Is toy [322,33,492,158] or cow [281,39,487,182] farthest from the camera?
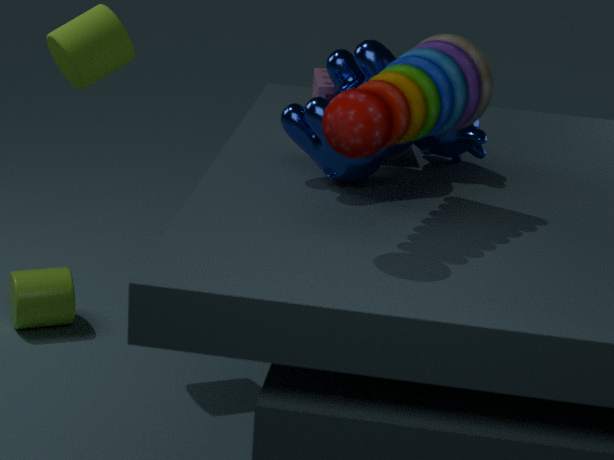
cow [281,39,487,182]
